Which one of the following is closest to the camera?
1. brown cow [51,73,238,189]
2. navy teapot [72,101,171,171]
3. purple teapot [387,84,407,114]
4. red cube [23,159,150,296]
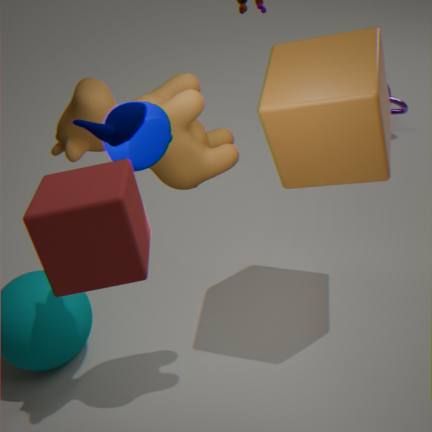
red cube [23,159,150,296]
